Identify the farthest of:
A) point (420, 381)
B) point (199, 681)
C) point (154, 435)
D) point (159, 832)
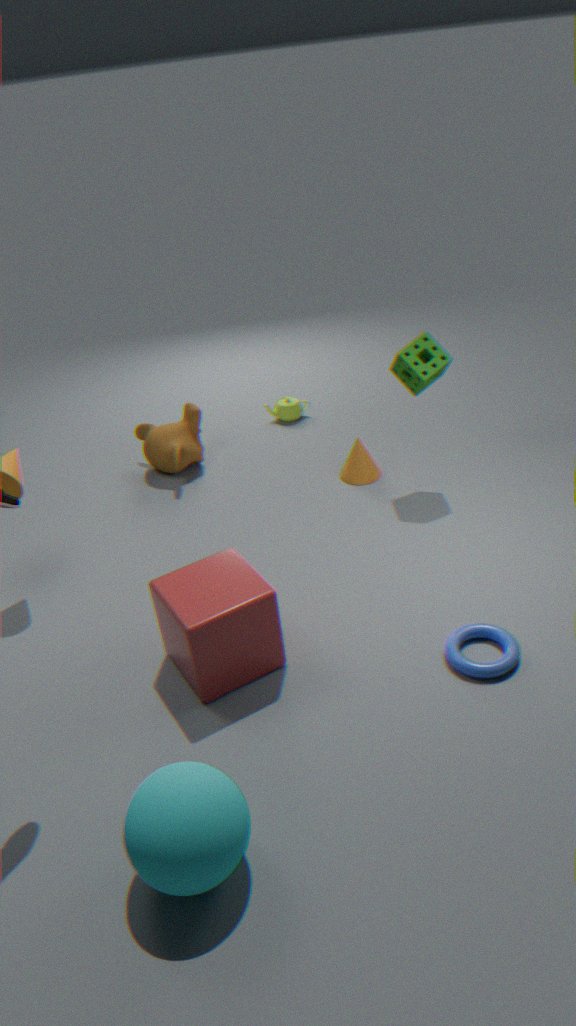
point (154, 435)
